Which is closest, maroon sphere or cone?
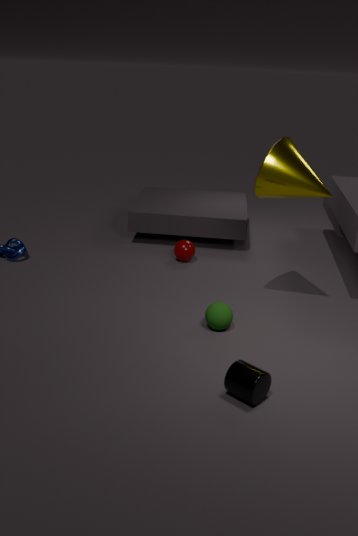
cone
